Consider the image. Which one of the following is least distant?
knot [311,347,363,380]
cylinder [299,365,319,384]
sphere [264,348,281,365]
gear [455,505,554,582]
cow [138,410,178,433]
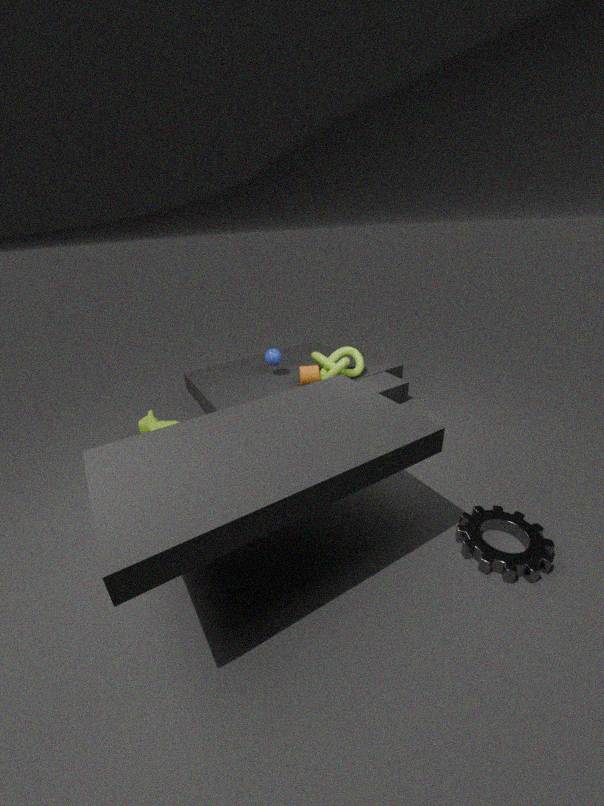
gear [455,505,554,582]
